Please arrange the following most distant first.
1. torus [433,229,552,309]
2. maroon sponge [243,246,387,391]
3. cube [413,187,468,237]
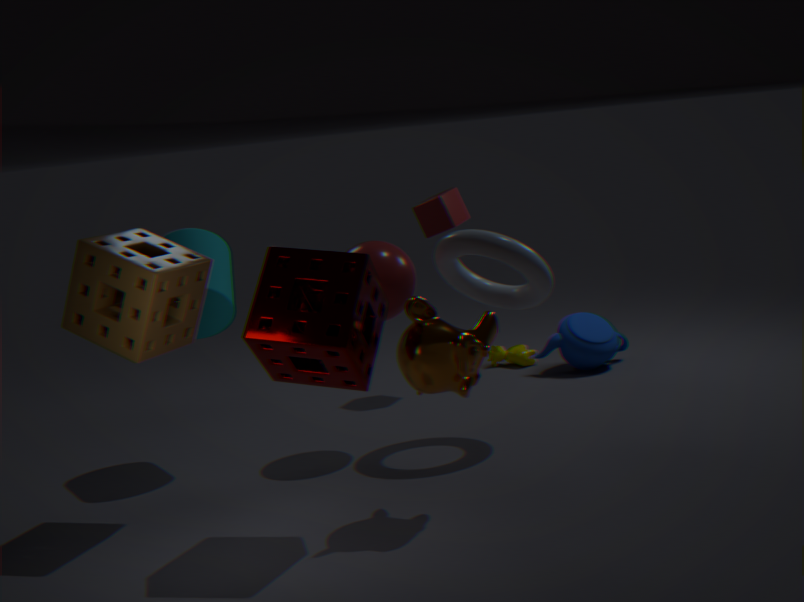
cube [413,187,468,237] < torus [433,229,552,309] < maroon sponge [243,246,387,391]
